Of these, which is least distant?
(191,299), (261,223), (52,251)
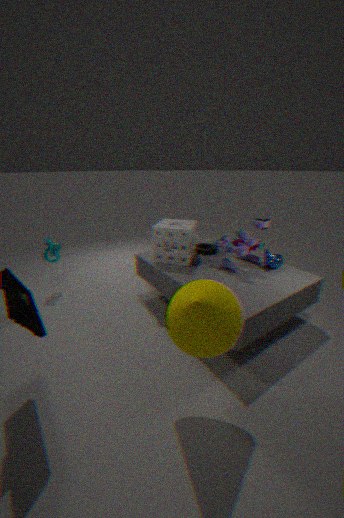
(191,299)
